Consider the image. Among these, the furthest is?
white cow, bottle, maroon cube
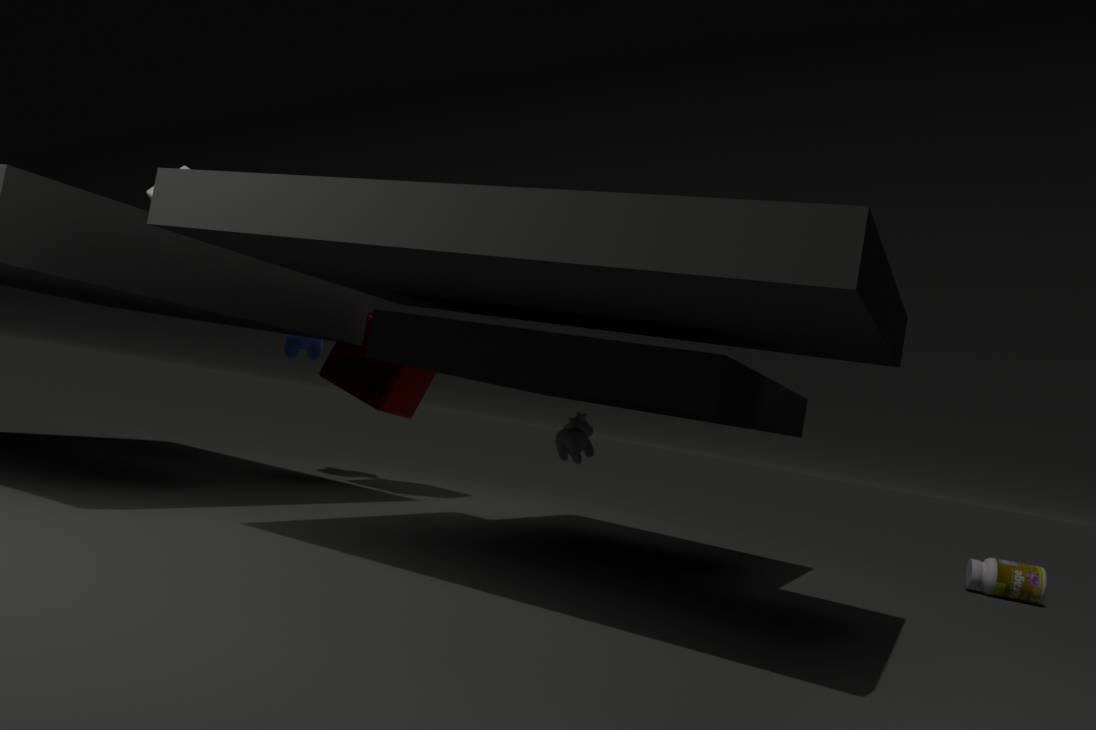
bottle
